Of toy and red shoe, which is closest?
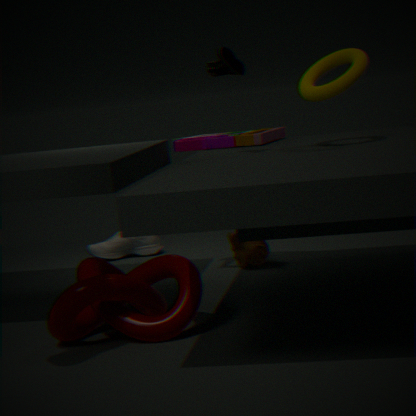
red shoe
